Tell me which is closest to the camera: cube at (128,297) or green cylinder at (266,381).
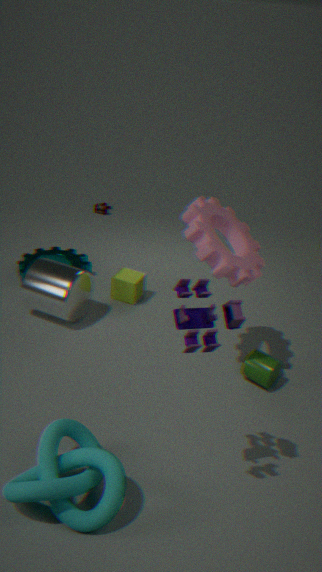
green cylinder at (266,381)
